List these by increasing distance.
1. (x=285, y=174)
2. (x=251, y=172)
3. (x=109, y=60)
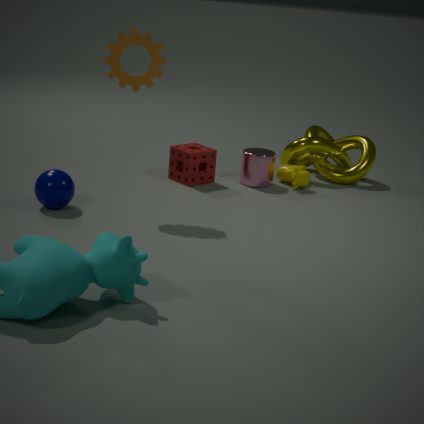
1. (x=109, y=60)
2. (x=251, y=172)
3. (x=285, y=174)
